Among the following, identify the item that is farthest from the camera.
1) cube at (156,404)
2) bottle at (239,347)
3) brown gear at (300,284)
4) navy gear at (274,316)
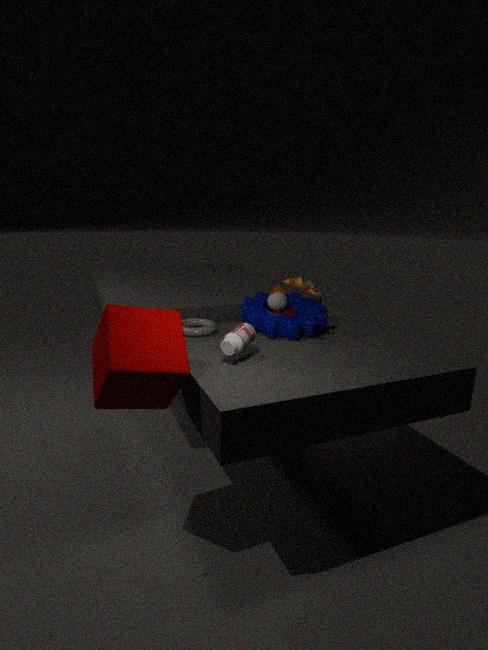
3. brown gear at (300,284)
